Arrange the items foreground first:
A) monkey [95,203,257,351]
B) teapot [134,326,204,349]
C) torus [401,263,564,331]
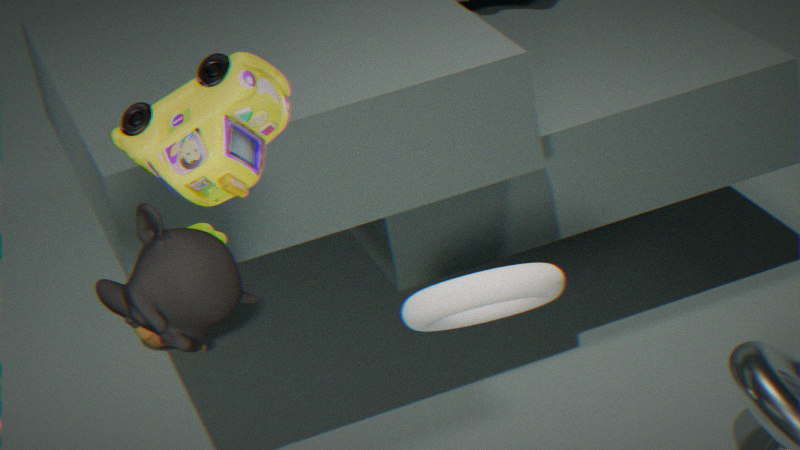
monkey [95,203,257,351] → torus [401,263,564,331] → teapot [134,326,204,349]
